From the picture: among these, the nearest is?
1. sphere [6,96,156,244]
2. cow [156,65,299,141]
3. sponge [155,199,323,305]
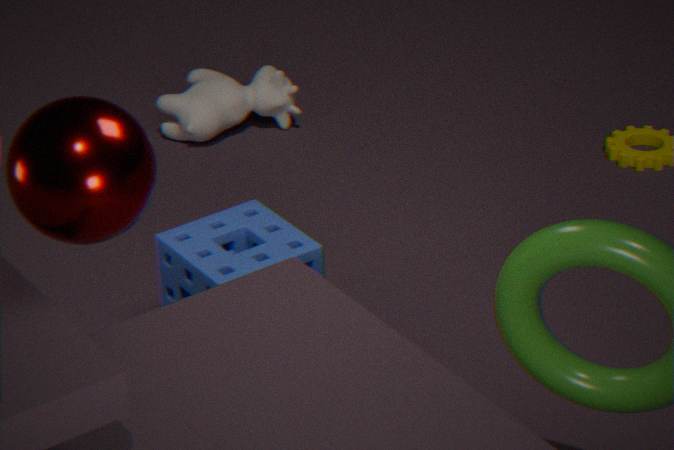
sphere [6,96,156,244]
